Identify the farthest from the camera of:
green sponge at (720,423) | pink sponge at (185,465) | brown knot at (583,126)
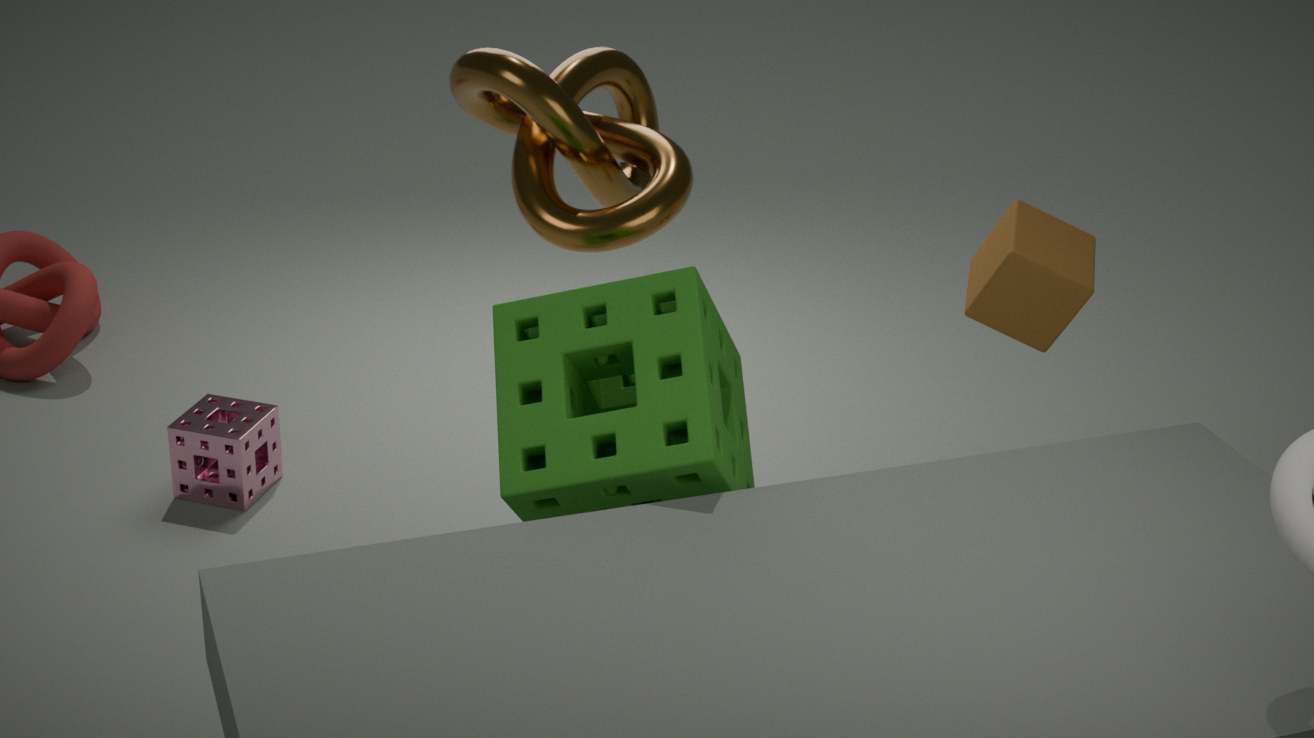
pink sponge at (185,465)
